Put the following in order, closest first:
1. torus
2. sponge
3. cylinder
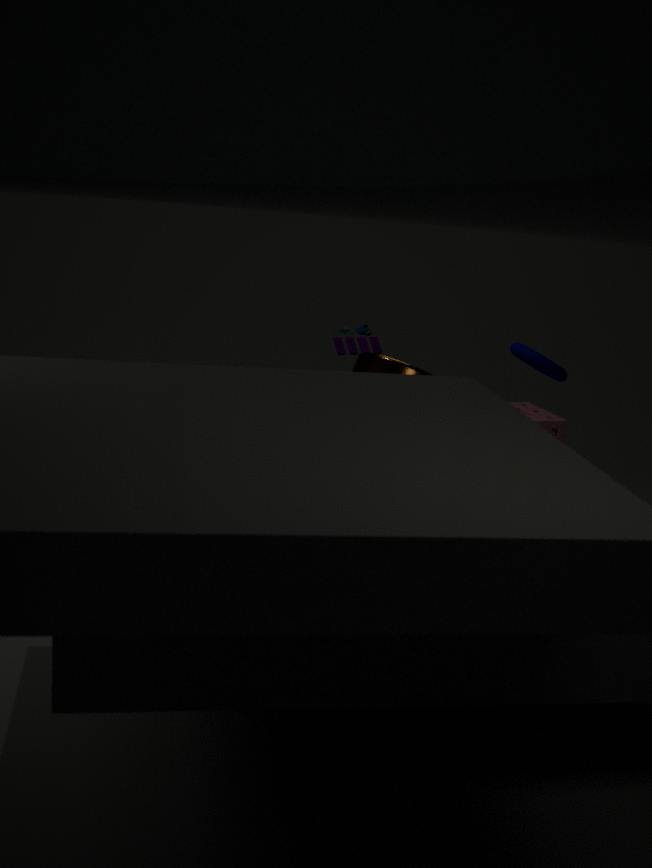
cylinder
torus
sponge
